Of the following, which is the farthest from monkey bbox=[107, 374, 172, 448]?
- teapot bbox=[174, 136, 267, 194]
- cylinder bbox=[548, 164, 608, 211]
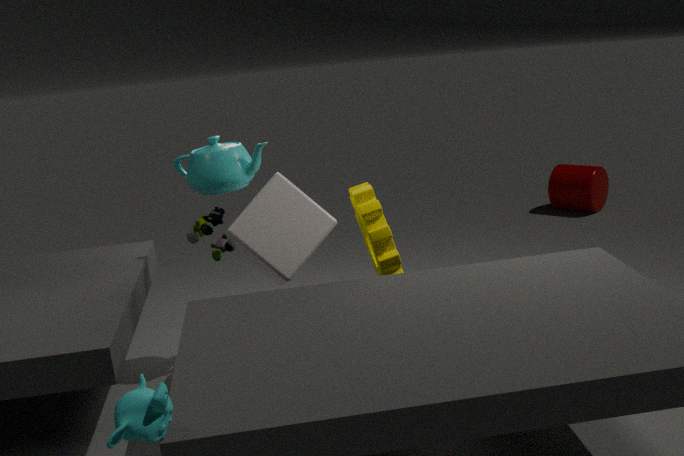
cylinder bbox=[548, 164, 608, 211]
